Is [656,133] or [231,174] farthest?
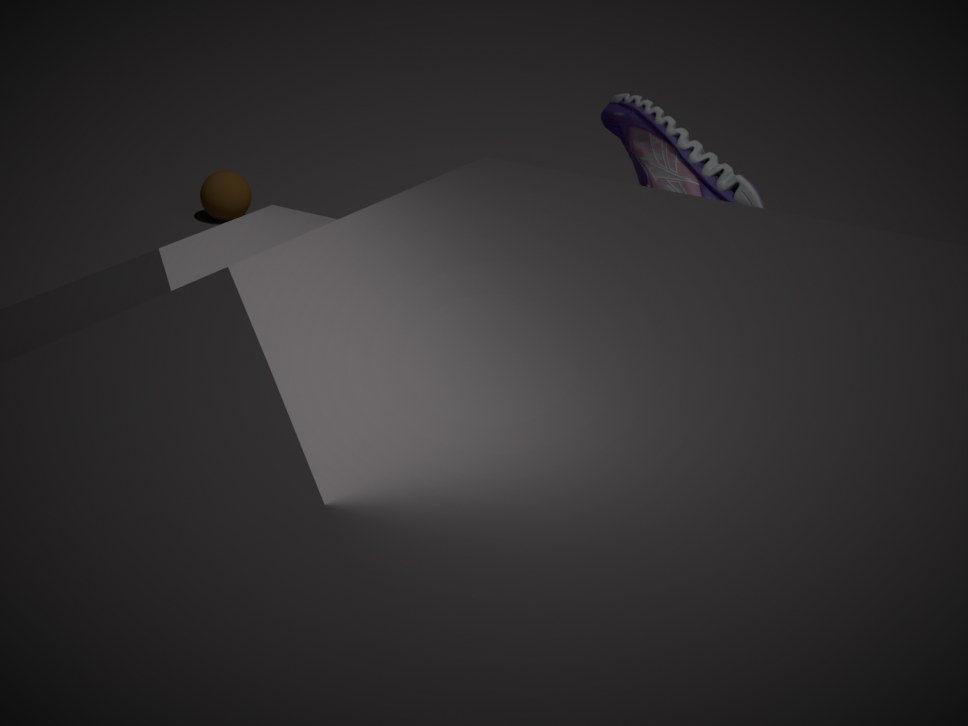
[231,174]
